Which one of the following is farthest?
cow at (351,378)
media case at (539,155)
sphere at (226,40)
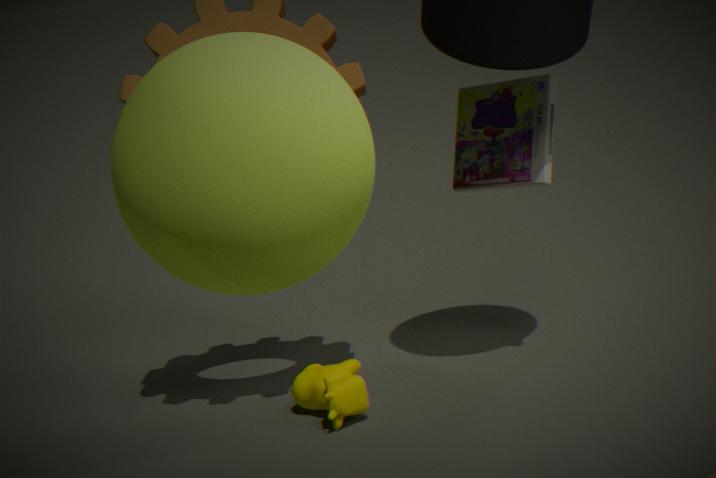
media case at (539,155)
